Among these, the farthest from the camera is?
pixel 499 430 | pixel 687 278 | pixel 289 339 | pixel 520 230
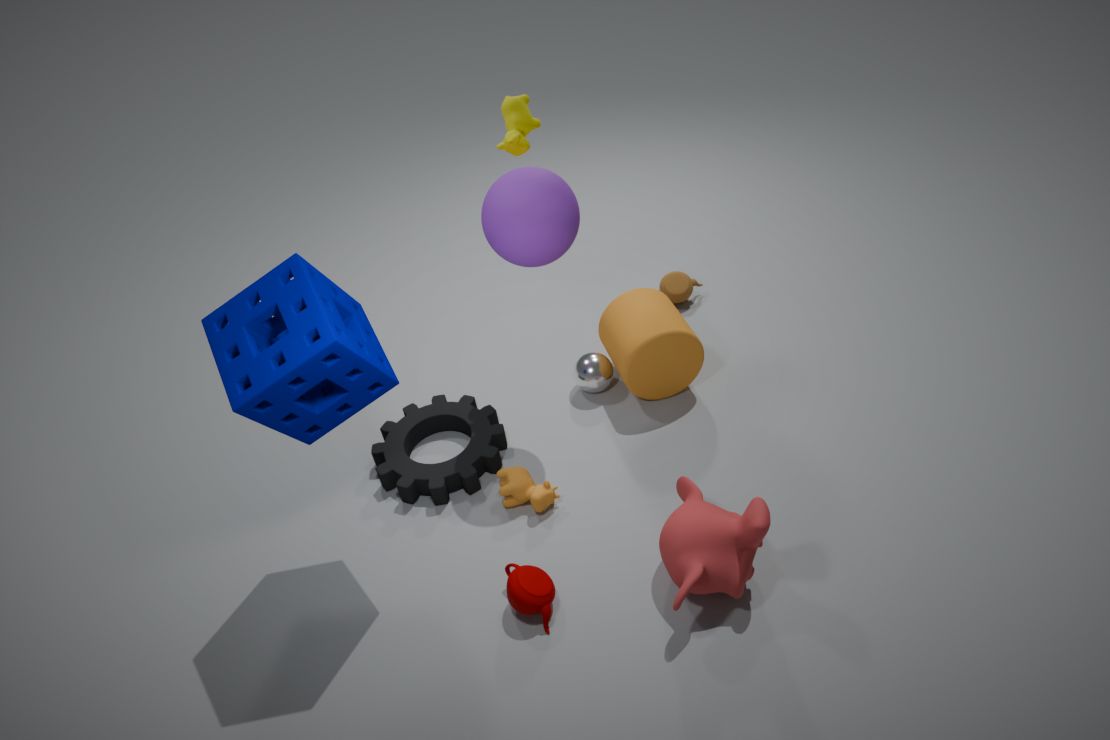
pixel 687 278
